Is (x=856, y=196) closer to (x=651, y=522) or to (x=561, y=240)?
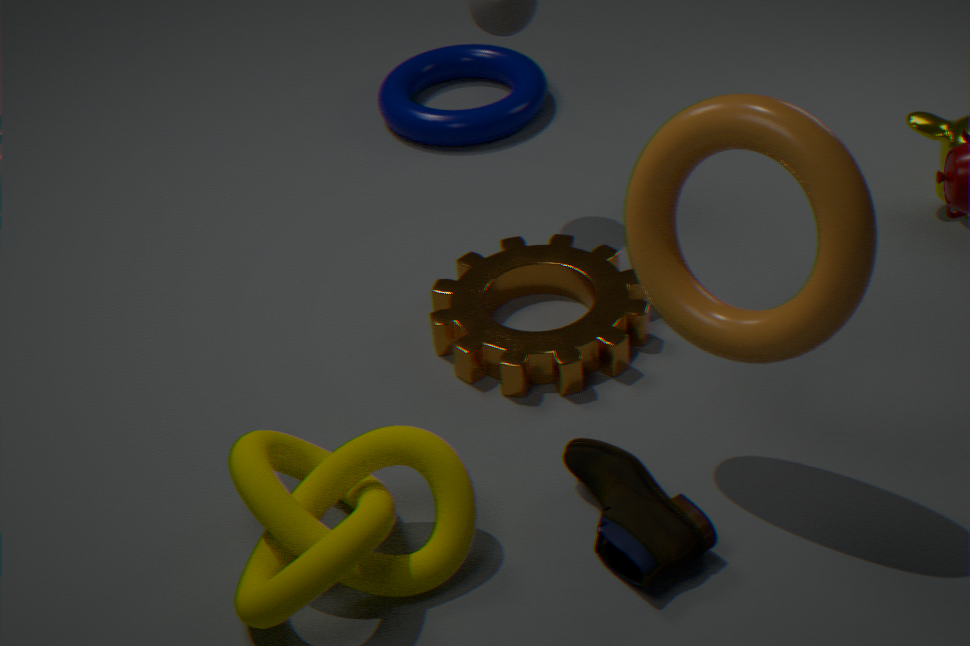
(x=651, y=522)
